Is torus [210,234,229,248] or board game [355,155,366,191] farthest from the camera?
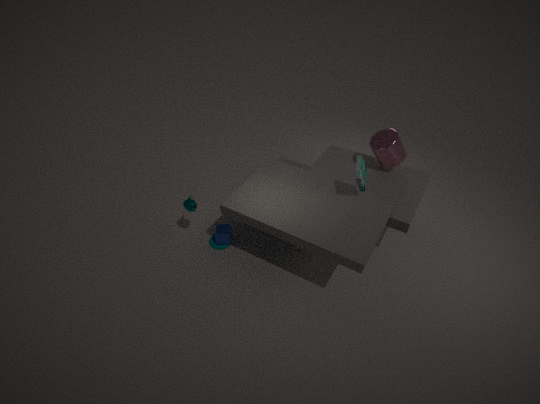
torus [210,234,229,248]
